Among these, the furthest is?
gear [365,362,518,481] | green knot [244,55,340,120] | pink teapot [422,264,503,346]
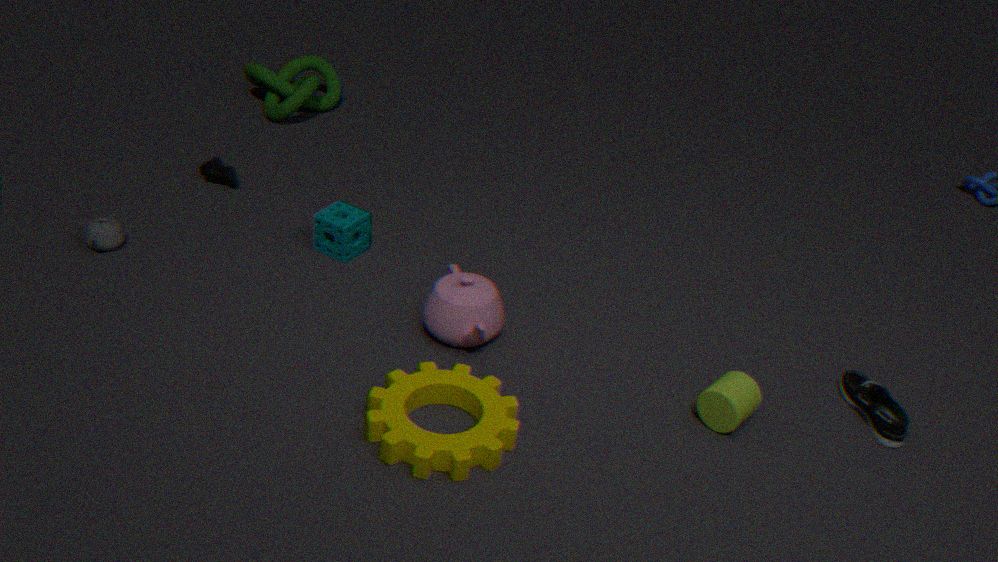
green knot [244,55,340,120]
